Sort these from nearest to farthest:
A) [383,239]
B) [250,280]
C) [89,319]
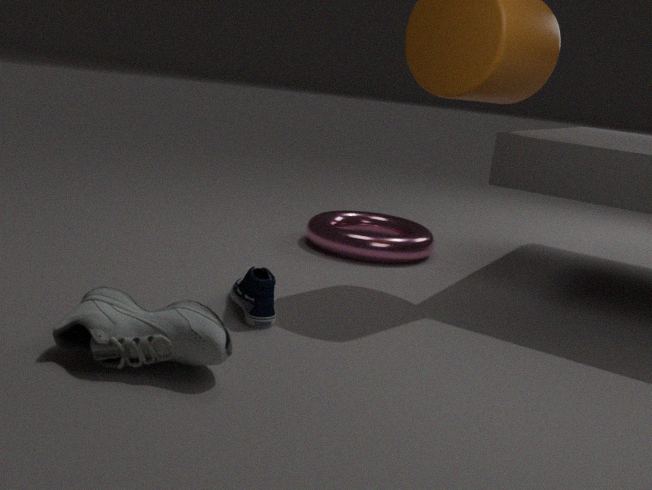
[89,319] < [250,280] < [383,239]
